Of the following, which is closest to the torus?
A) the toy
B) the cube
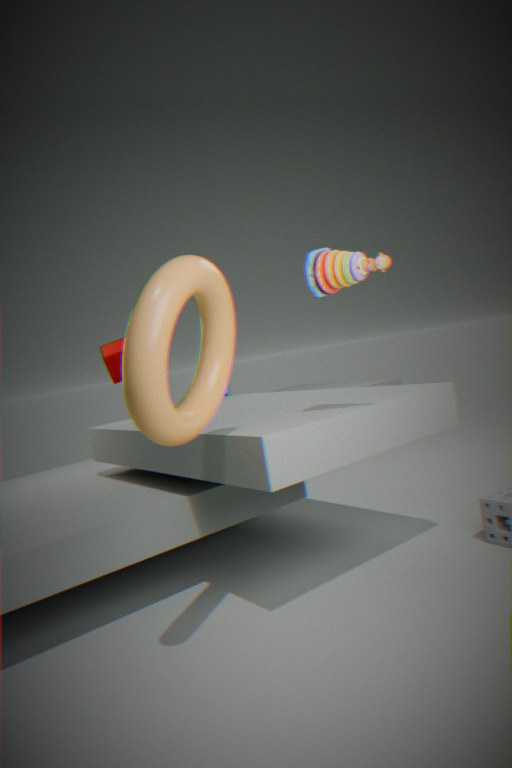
the toy
